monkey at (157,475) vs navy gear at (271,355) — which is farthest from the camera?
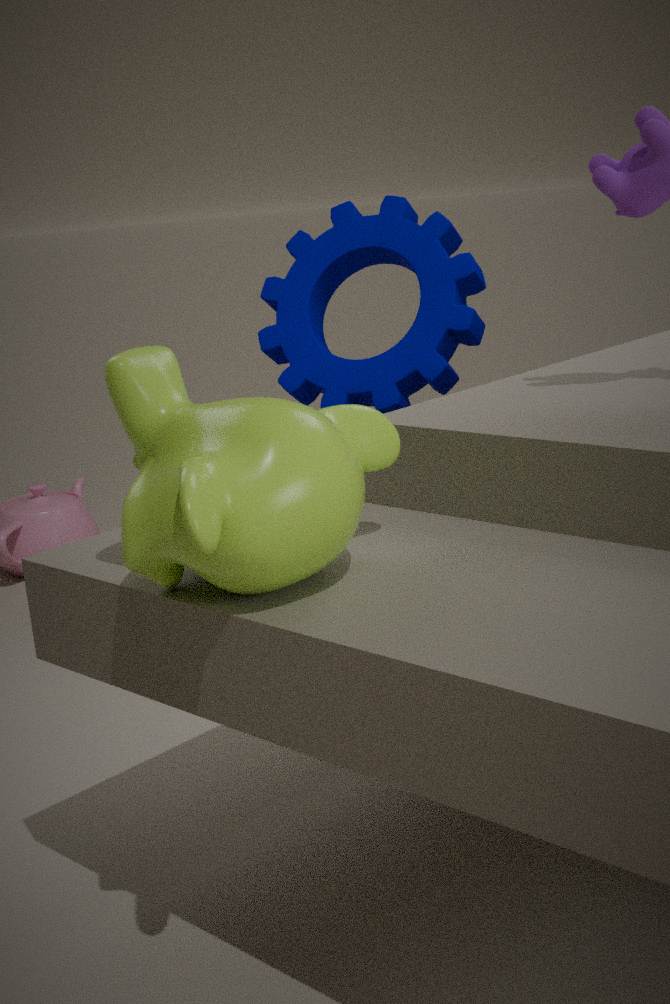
navy gear at (271,355)
